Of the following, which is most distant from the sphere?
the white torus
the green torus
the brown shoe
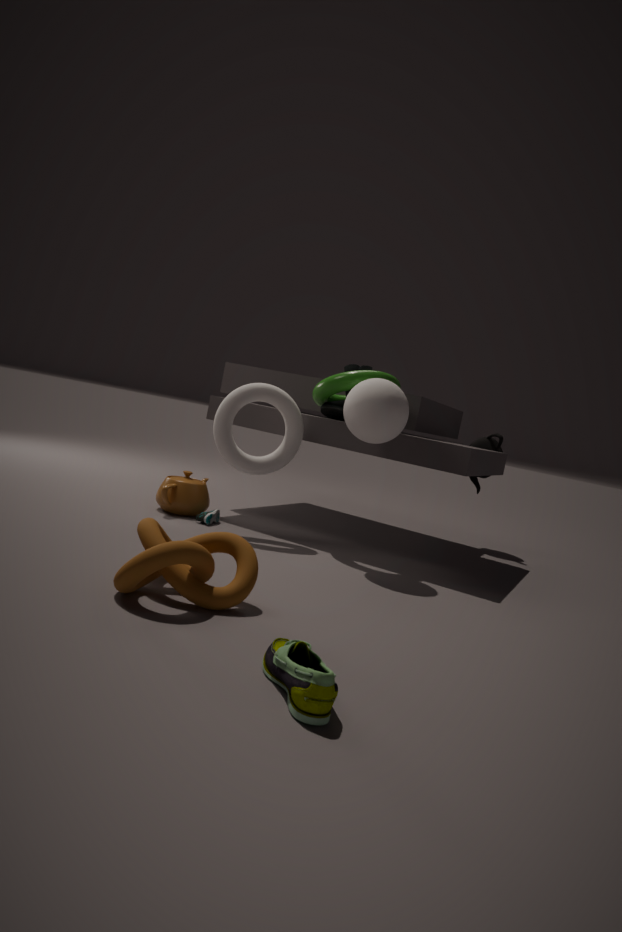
the brown shoe
